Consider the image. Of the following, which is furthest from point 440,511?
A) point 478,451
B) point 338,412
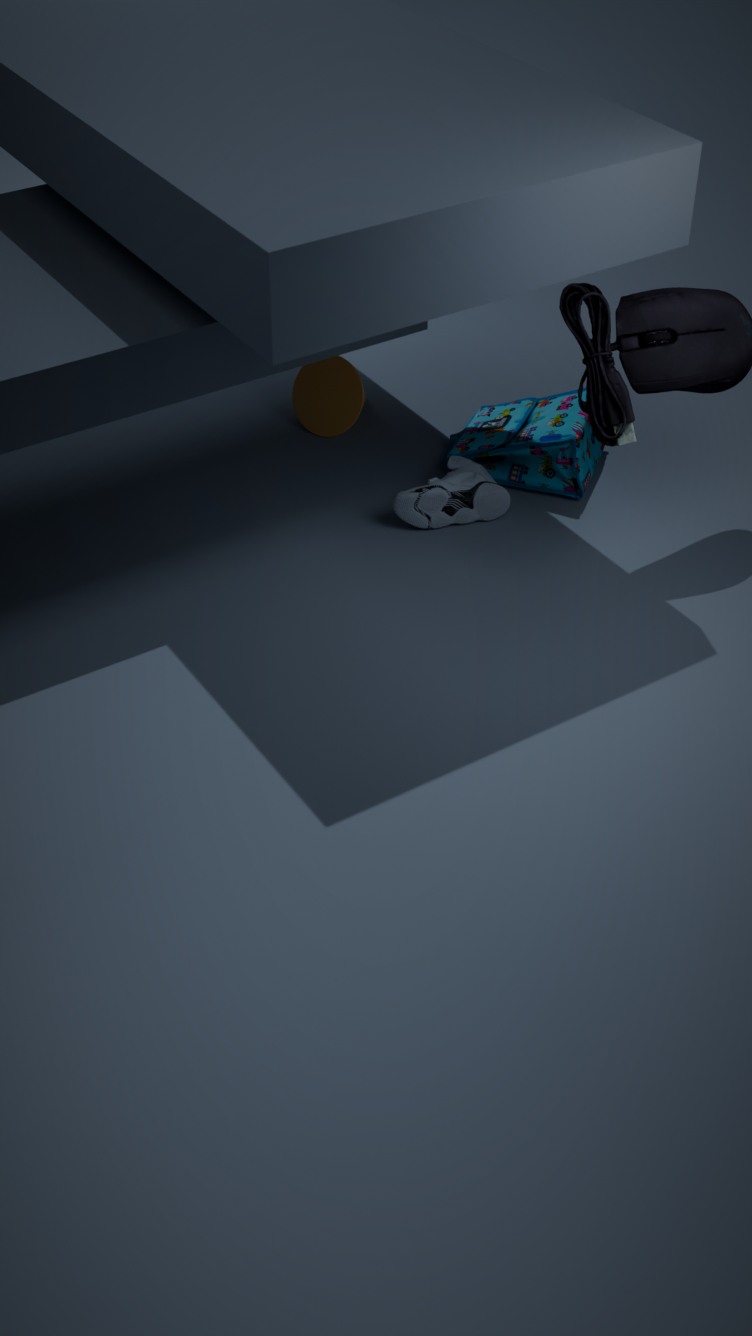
point 338,412
